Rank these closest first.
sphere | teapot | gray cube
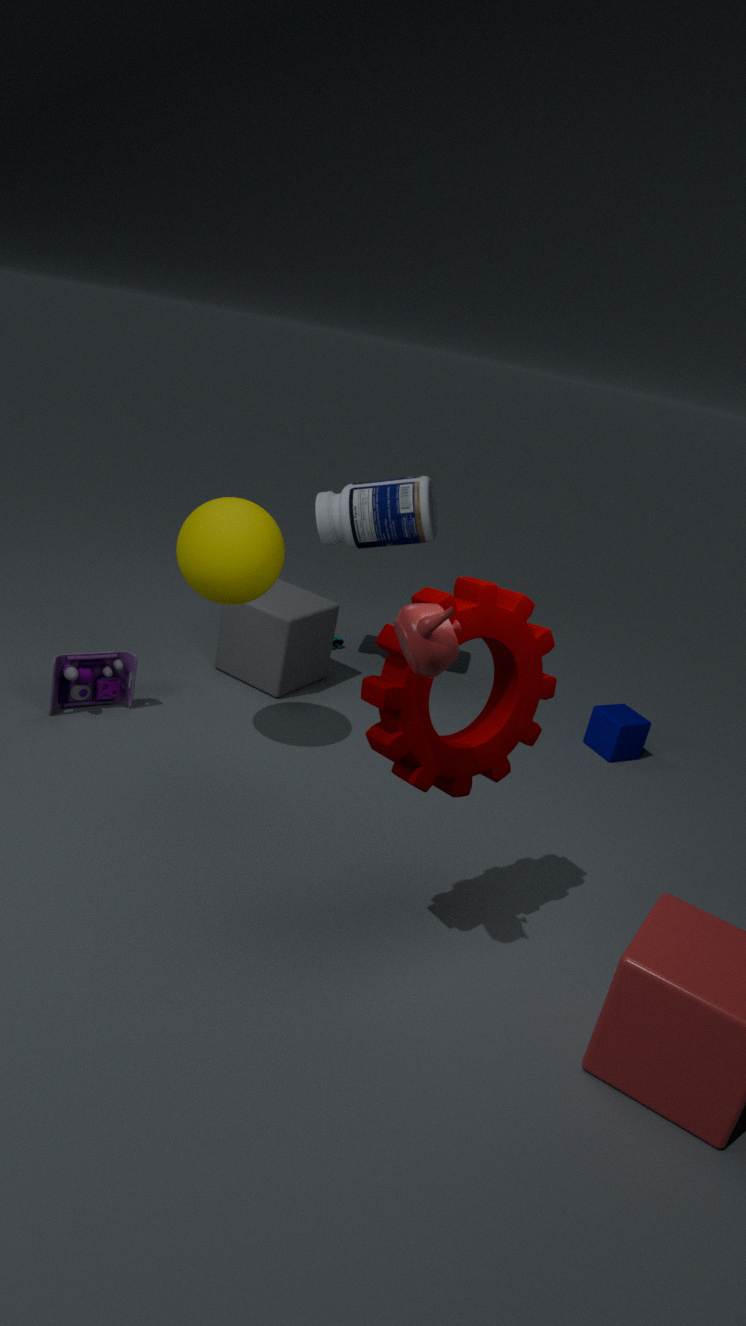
teapot
sphere
gray cube
